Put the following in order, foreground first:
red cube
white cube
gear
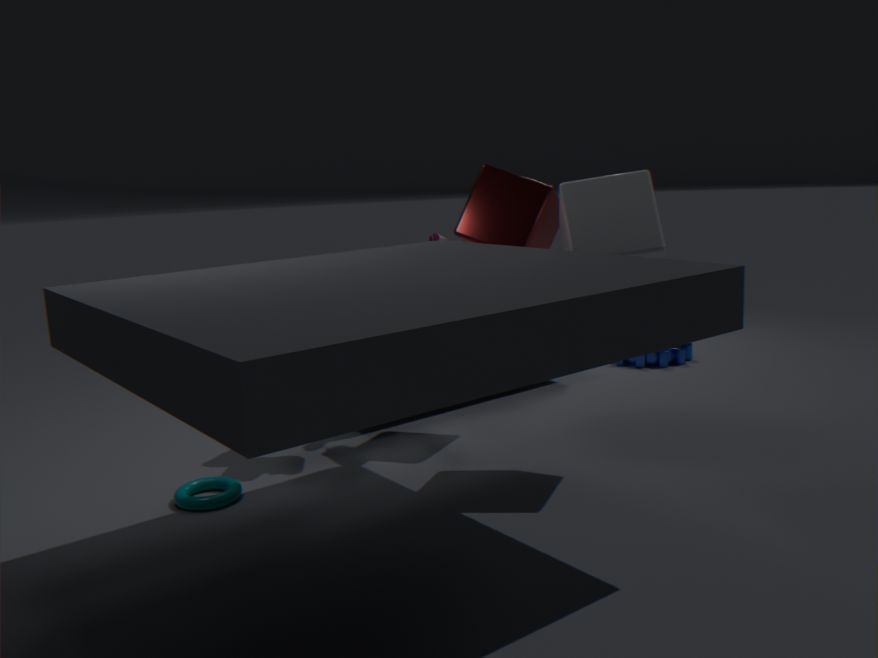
white cube < red cube < gear
